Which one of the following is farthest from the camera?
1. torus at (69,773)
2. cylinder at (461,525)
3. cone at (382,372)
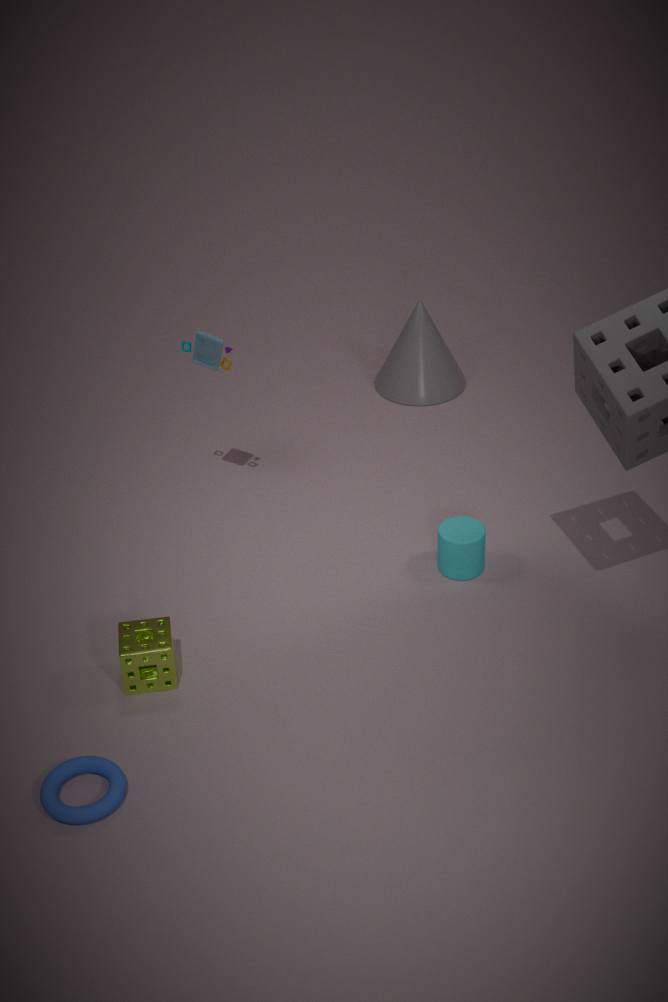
cone at (382,372)
